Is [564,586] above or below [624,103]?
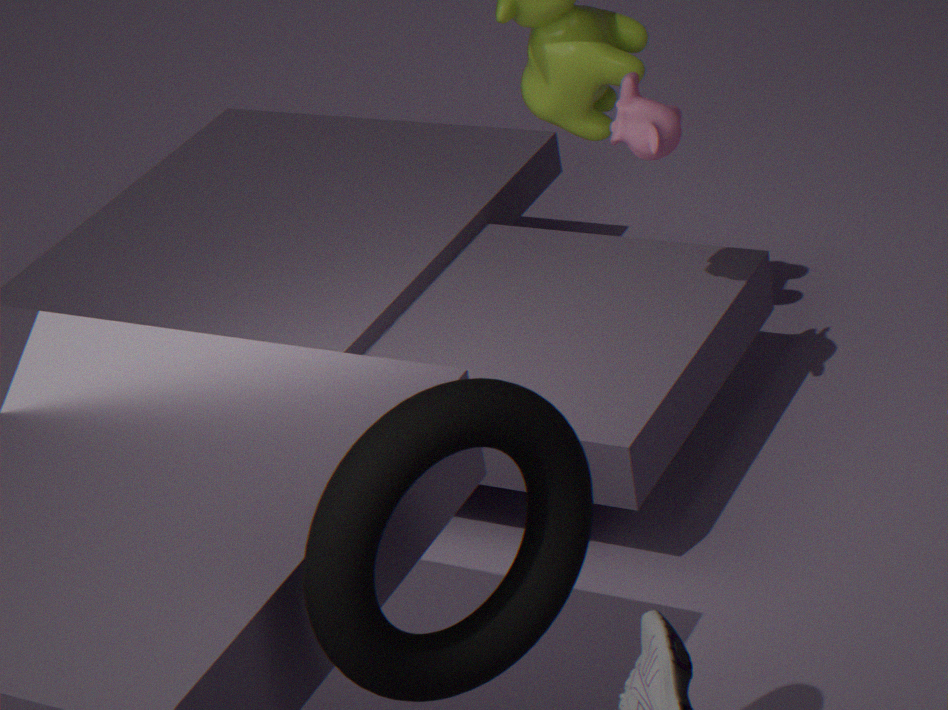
above
